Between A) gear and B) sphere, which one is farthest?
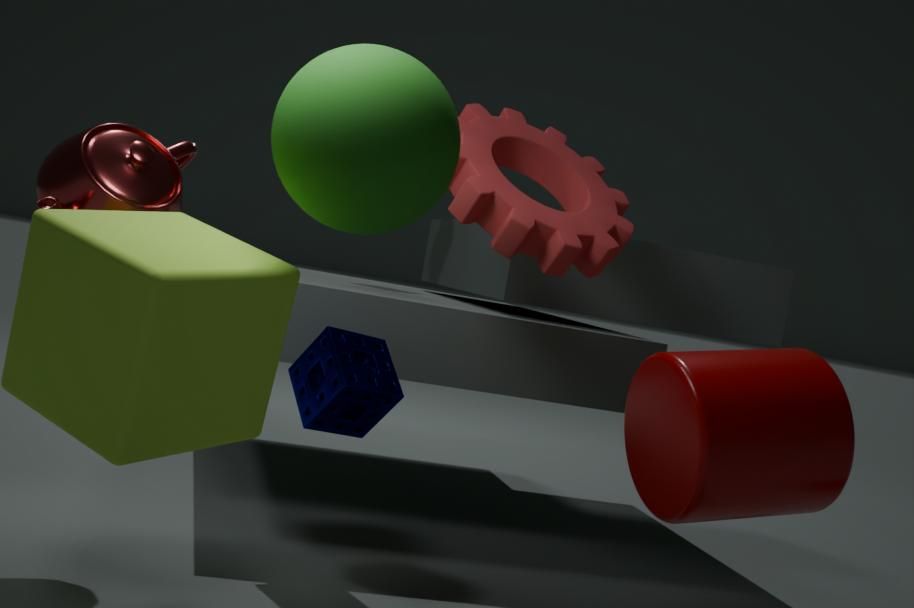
A. gear
